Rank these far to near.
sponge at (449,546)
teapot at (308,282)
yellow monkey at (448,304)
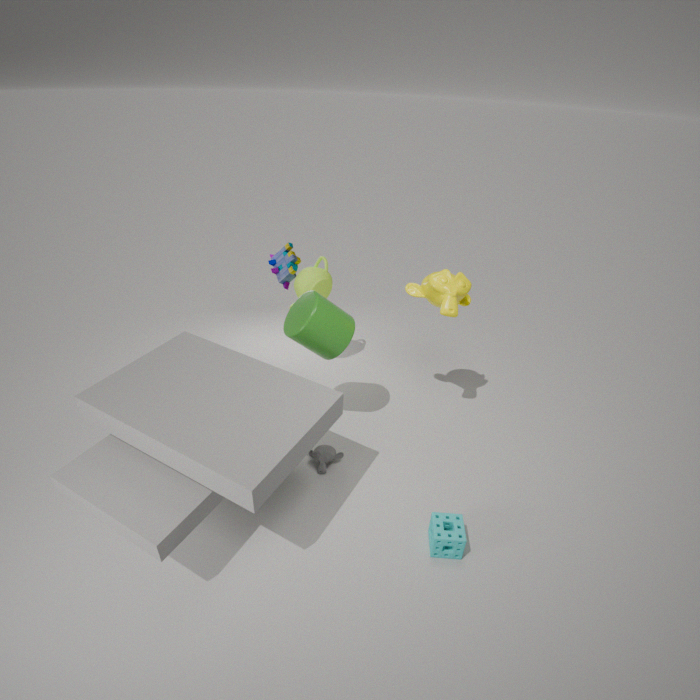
teapot at (308,282) < yellow monkey at (448,304) < sponge at (449,546)
